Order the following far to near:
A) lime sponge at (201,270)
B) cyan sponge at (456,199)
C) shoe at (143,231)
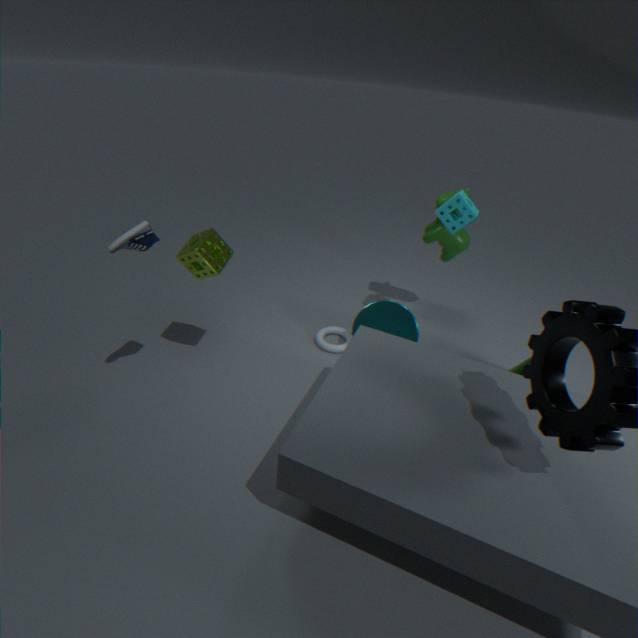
cyan sponge at (456,199), lime sponge at (201,270), shoe at (143,231)
